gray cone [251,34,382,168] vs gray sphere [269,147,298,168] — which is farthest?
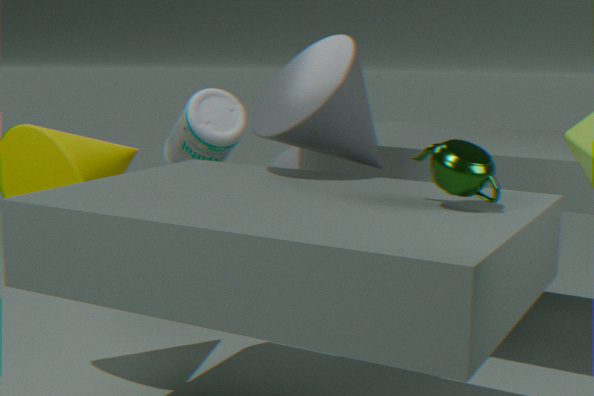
gray sphere [269,147,298,168]
